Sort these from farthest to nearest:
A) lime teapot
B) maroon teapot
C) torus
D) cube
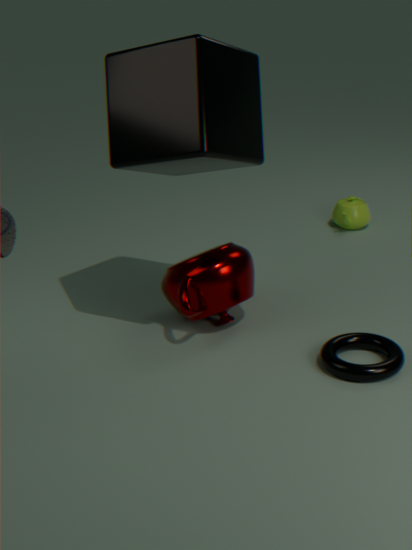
lime teapot, maroon teapot, torus, cube
